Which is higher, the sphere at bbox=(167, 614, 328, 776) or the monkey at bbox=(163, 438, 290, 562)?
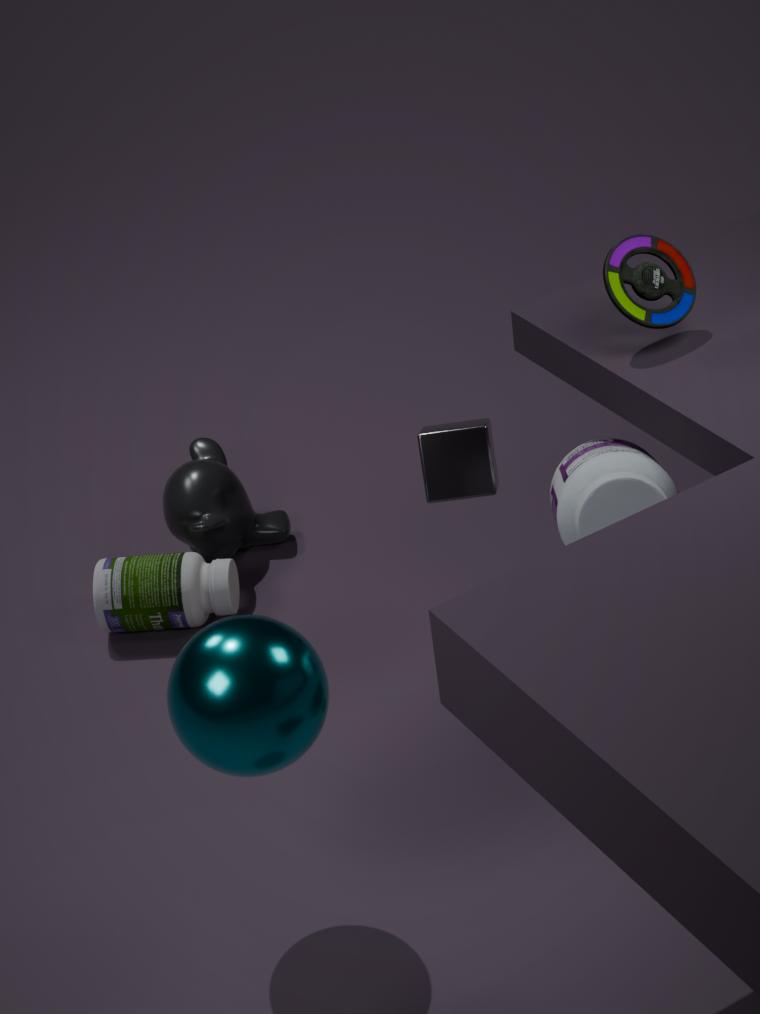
the sphere at bbox=(167, 614, 328, 776)
